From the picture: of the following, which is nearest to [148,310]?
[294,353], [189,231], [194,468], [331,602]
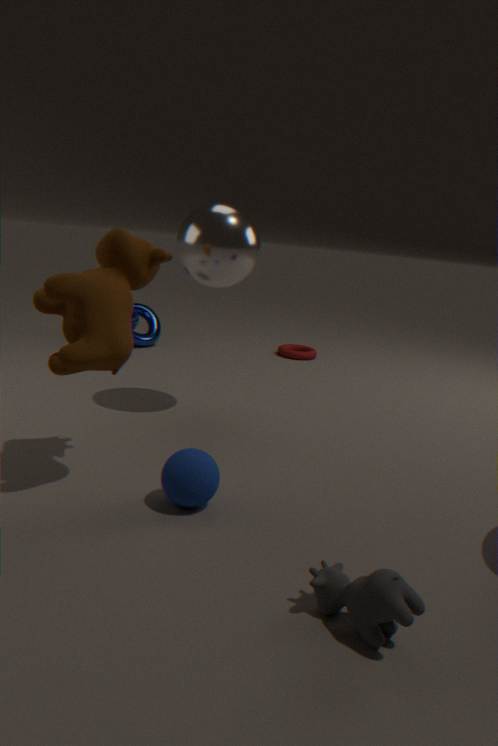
[294,353]
